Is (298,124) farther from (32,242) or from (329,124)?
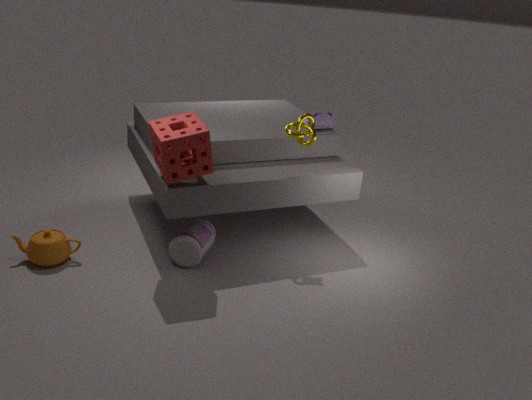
(32,242)
